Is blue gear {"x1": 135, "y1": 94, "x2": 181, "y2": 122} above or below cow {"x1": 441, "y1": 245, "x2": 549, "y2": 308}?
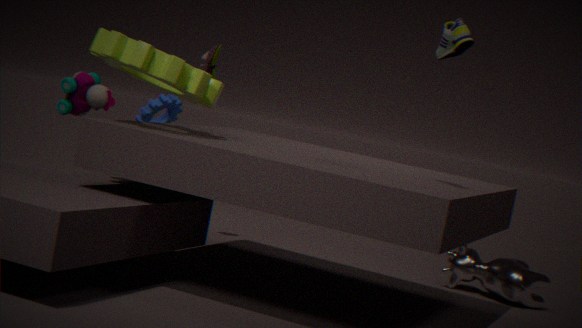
above
